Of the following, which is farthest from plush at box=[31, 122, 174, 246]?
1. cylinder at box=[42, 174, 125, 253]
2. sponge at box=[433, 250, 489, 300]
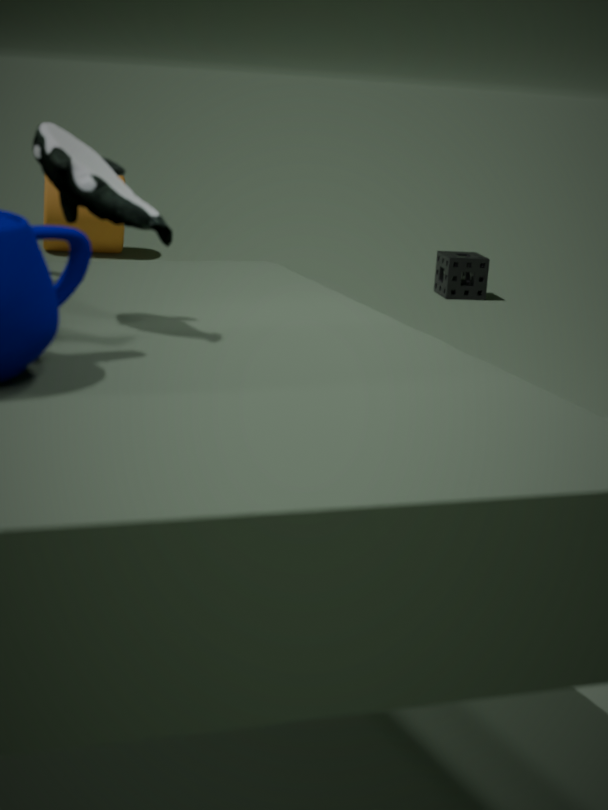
cylinder at box=[42, 174, 125, 253]
